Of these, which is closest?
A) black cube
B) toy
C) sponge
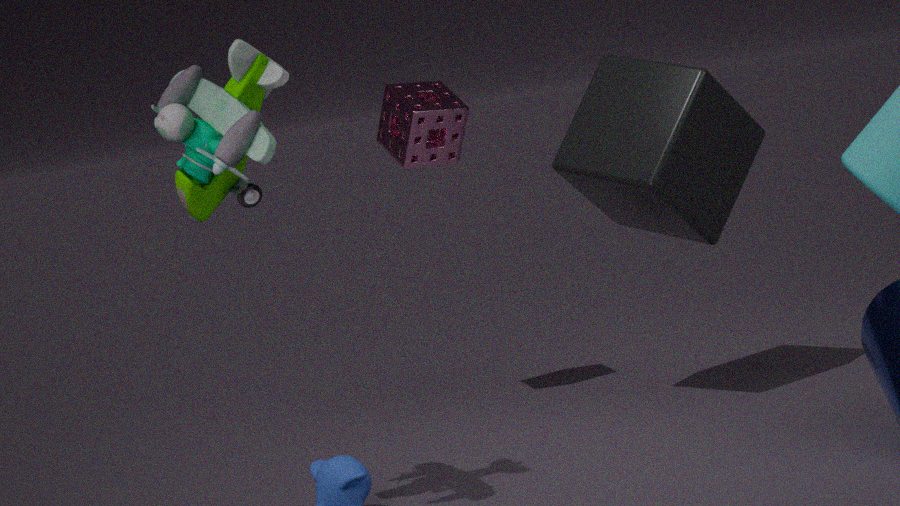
toy
